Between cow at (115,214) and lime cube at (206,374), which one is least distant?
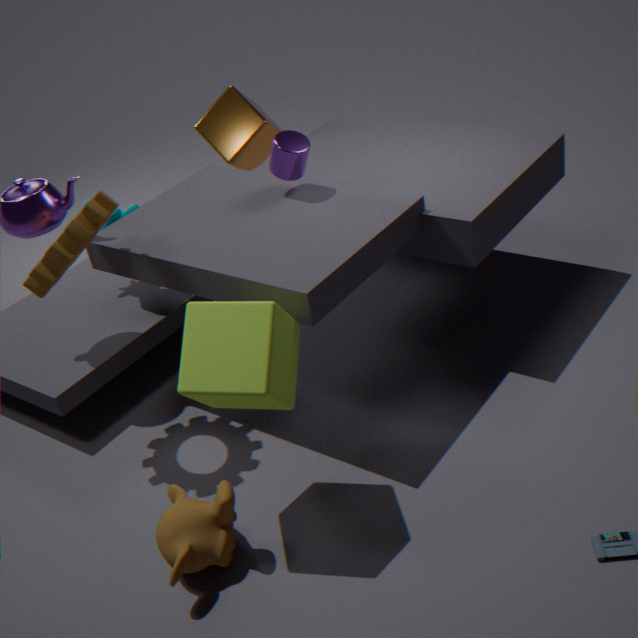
lime cube at (206,374)
